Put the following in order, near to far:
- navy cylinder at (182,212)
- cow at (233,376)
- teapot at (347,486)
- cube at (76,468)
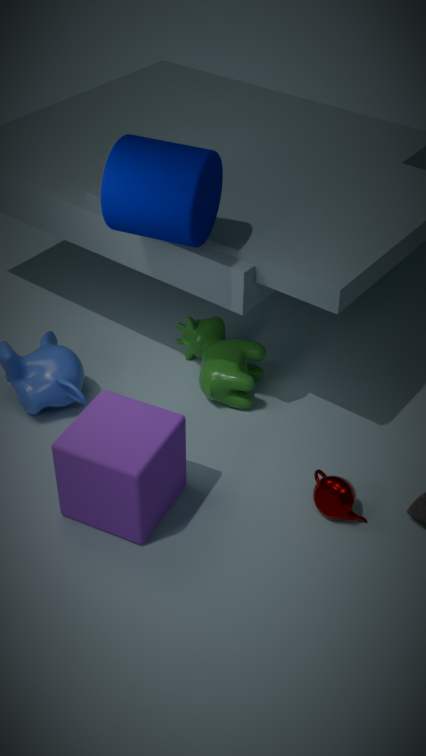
cube at (76,468)
navy cylinder at (182,212)
teapot at (347,486)
cow at (233,376)
